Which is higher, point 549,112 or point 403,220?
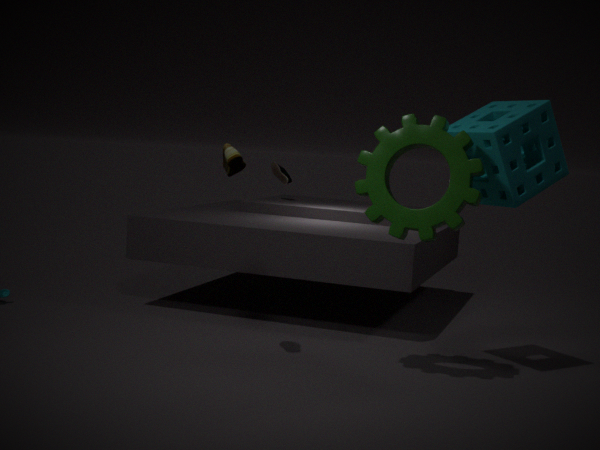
point 549,112
